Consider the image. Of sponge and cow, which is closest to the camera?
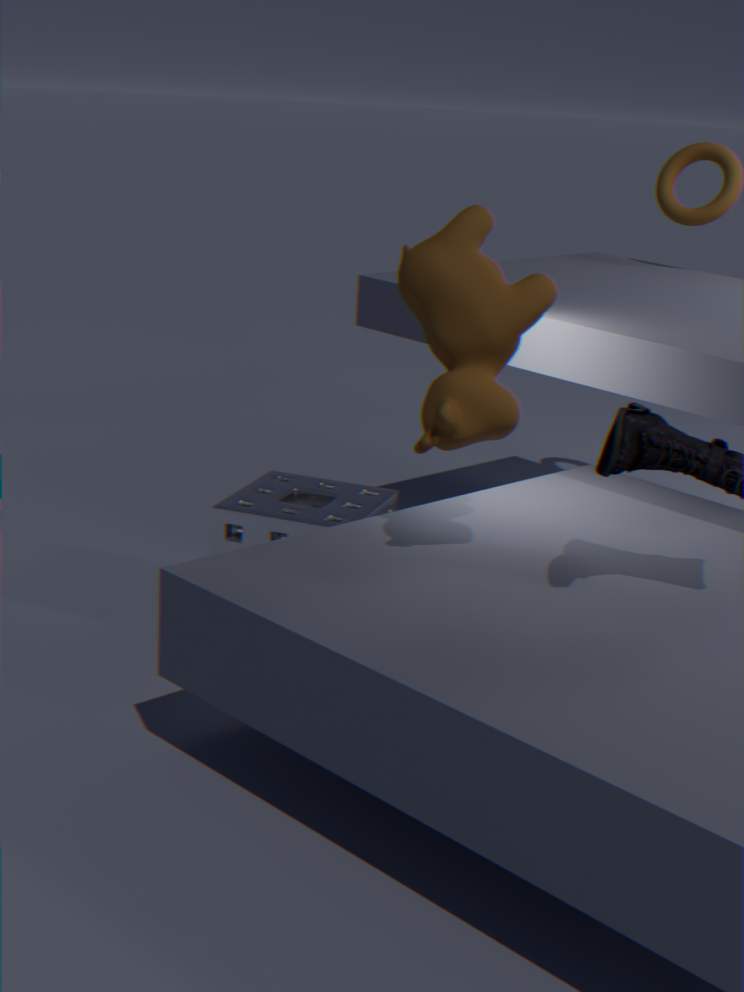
cow
